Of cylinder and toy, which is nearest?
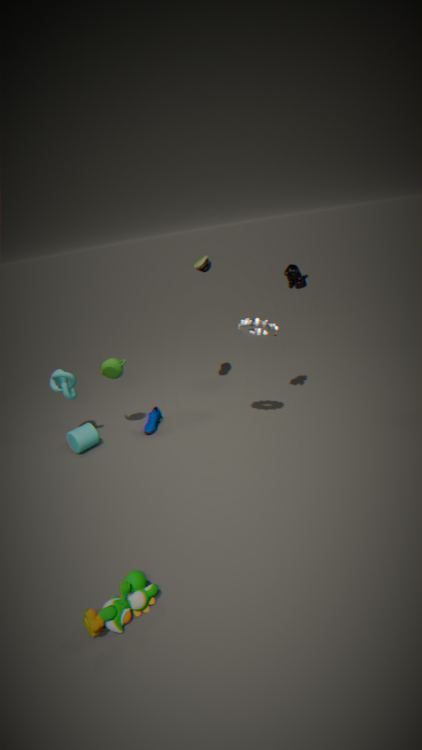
toy
